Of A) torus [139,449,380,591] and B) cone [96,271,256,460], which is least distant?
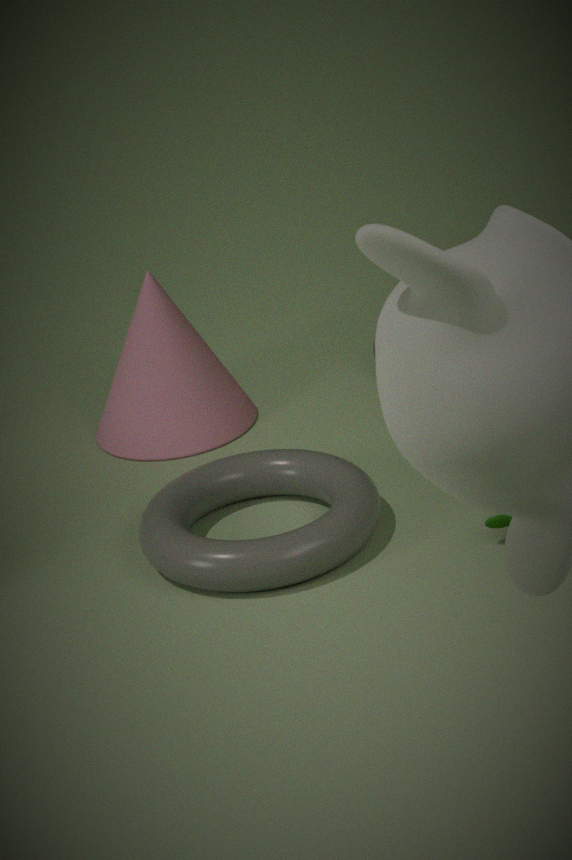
A. torus [139,449,380,591]
